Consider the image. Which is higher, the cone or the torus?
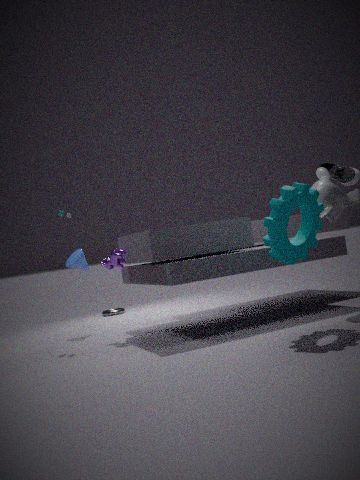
the cone
